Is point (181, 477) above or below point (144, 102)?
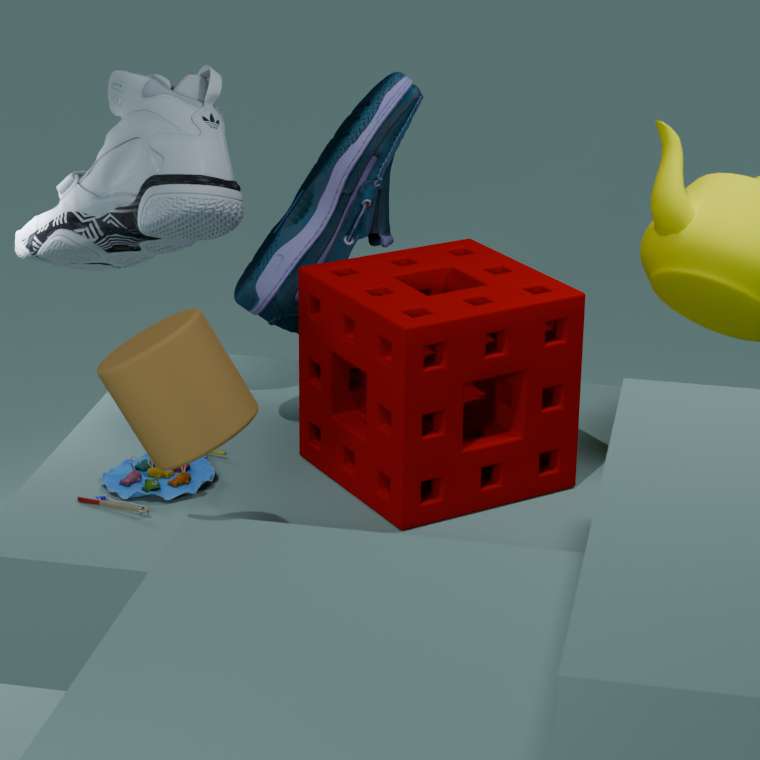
below
